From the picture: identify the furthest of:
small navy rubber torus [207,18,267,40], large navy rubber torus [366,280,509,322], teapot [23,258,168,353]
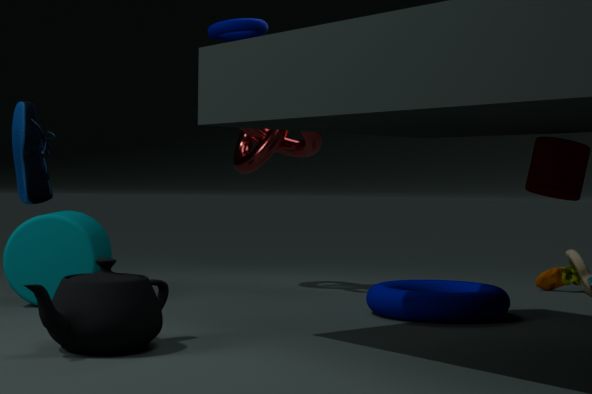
small navy rubber torus [207,18,267,40]
